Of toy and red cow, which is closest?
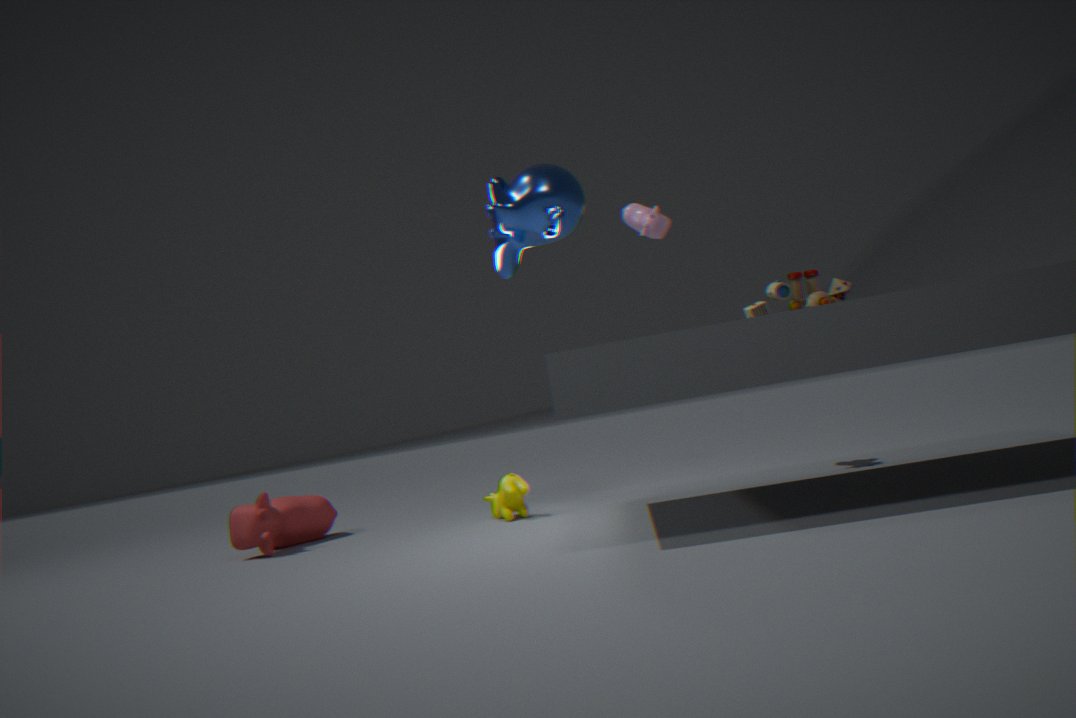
toy
